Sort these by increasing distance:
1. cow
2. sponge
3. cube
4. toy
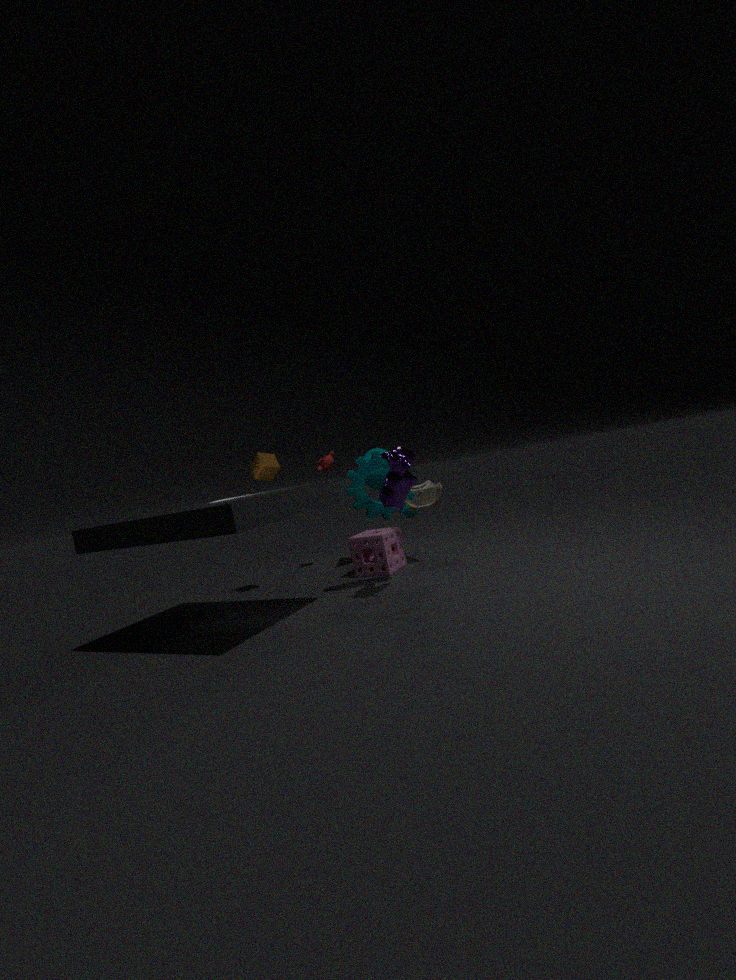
1. cow
2. sponge
3. toy
4. cube
